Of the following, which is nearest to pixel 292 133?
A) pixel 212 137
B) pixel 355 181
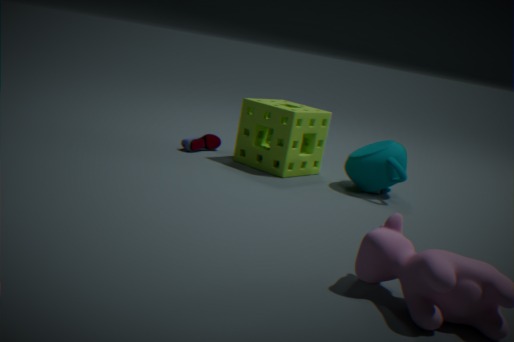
pixel 212 137
